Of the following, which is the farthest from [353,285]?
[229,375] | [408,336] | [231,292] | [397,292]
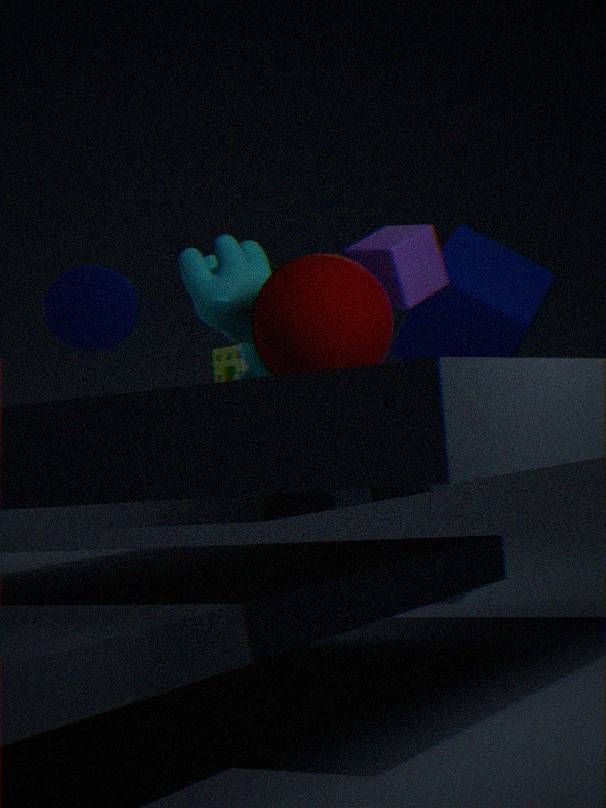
[408,336]
